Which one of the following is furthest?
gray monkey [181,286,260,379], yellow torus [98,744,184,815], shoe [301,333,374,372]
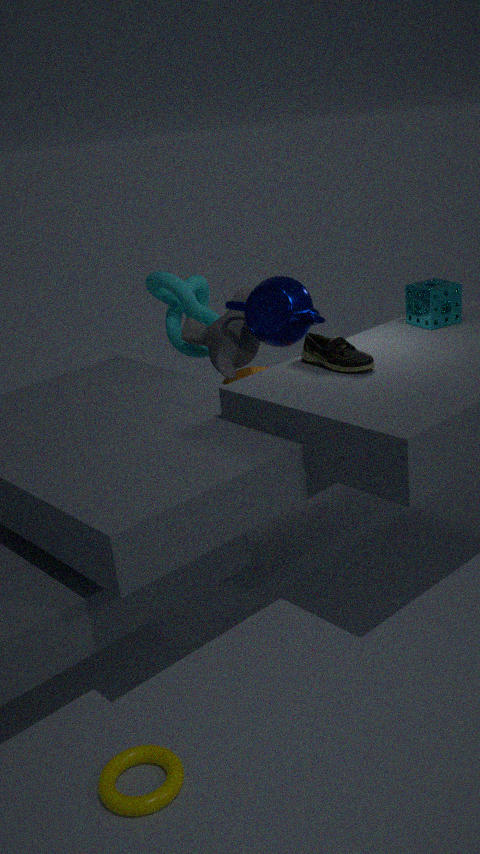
gray monkey [181,286,260,379]
